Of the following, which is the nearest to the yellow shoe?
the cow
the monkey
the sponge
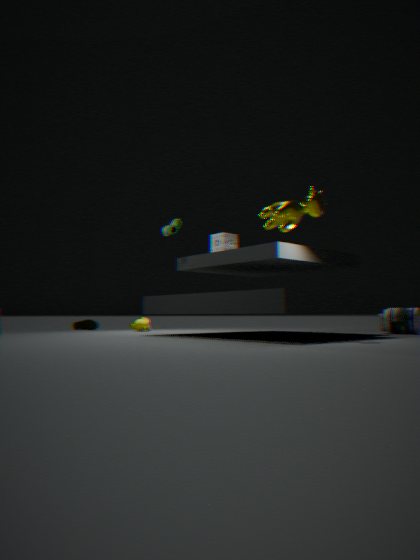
the monkey
